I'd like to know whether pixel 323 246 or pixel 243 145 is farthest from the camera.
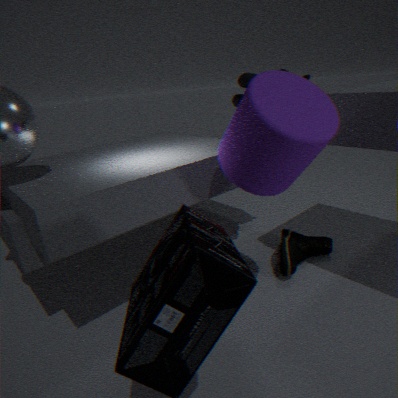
pixel 323 246
